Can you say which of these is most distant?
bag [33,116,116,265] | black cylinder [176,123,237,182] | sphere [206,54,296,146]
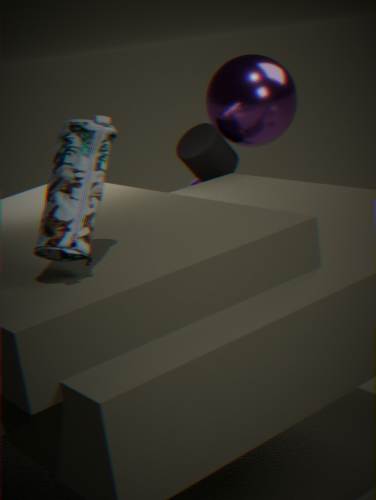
black cylinder [176,123,237,182]
